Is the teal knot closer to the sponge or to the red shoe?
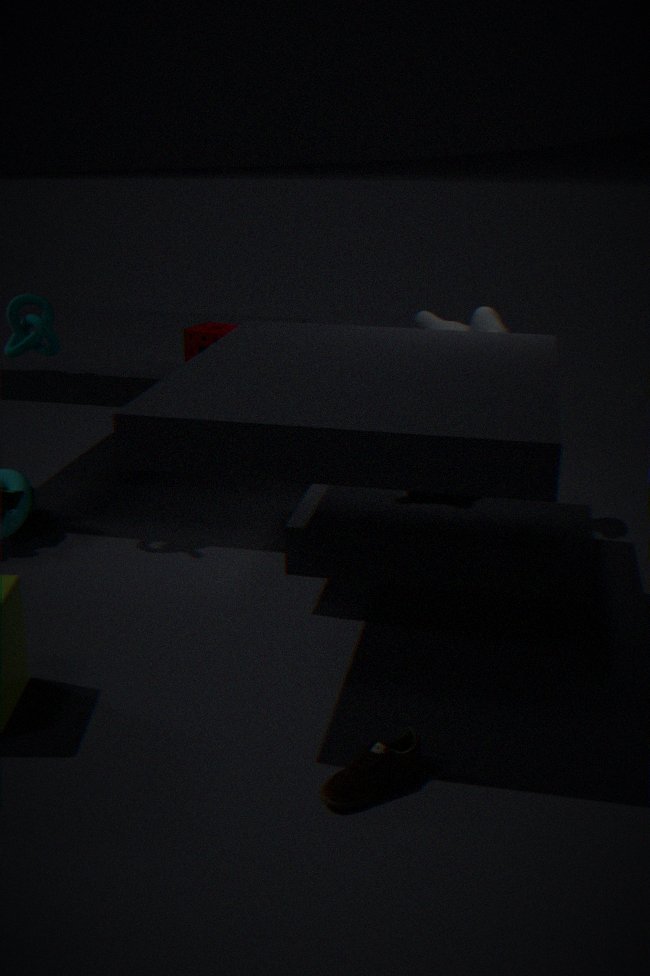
the sponge
